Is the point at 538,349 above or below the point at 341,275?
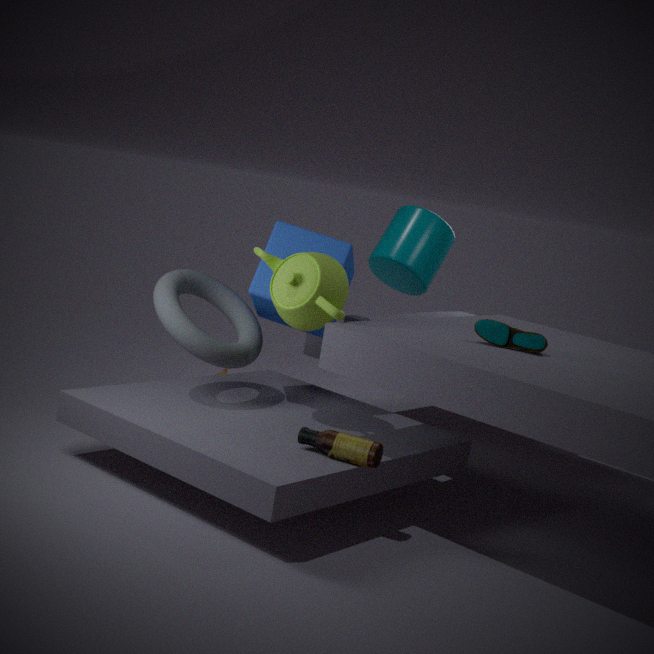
below
